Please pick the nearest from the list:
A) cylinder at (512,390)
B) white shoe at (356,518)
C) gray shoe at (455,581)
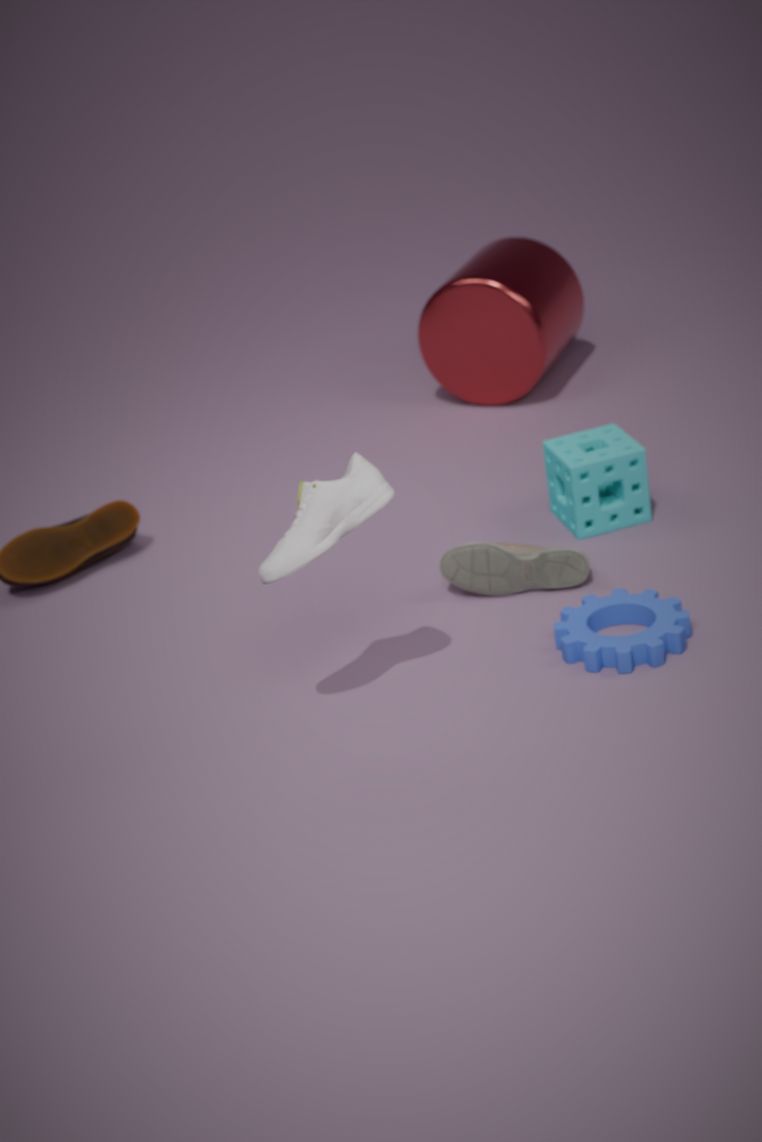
white shoe at (356,518)
